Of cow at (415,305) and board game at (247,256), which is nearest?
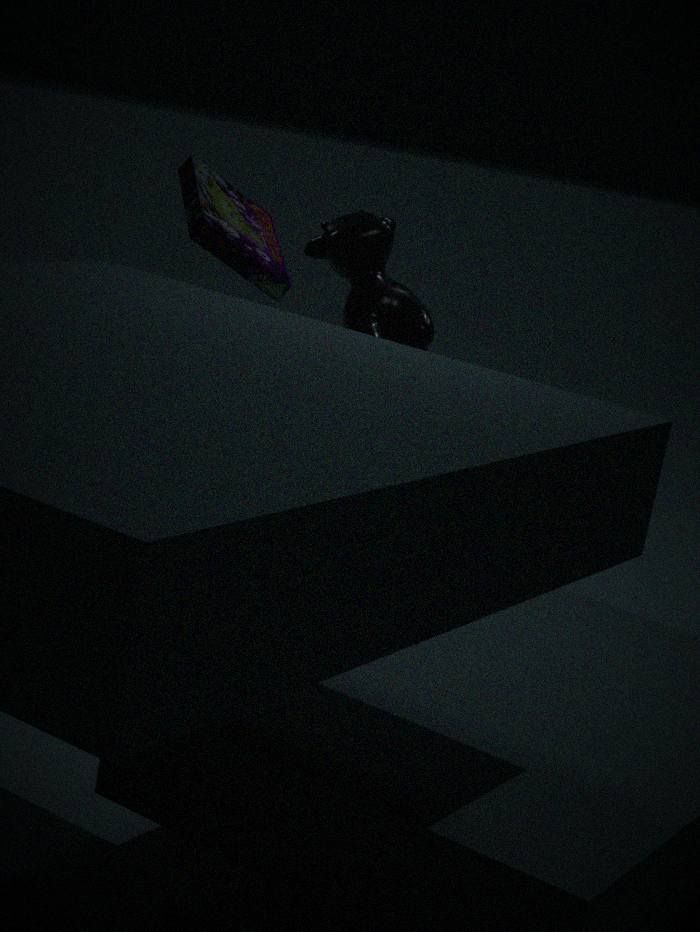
board game at (247,256)
